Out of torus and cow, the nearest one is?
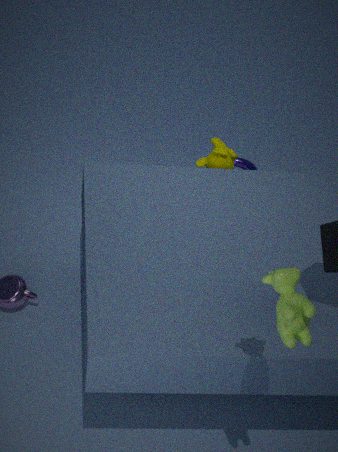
cow
